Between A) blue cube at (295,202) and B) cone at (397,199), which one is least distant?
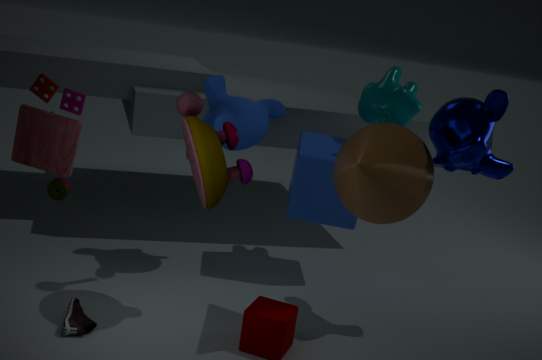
B. cone at (397,199)
